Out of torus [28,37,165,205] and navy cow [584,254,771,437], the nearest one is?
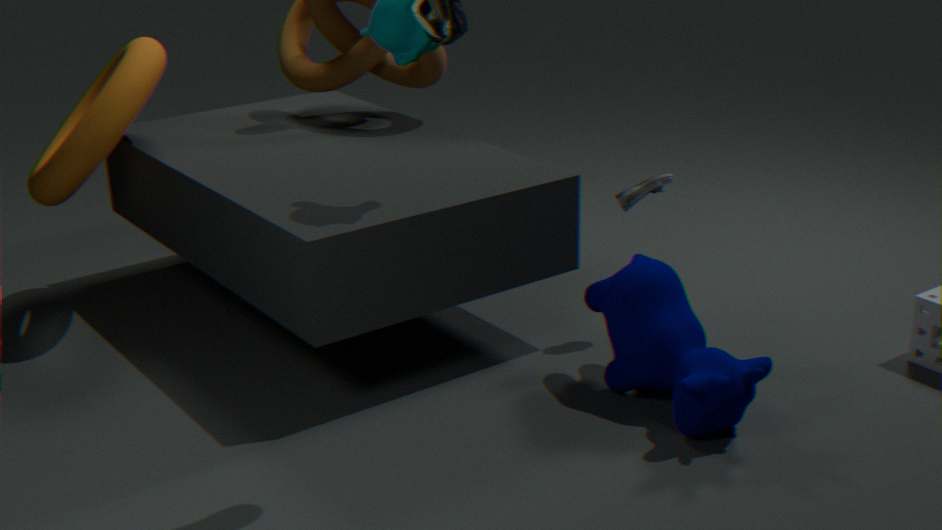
navy cow [584,254,771,437]
